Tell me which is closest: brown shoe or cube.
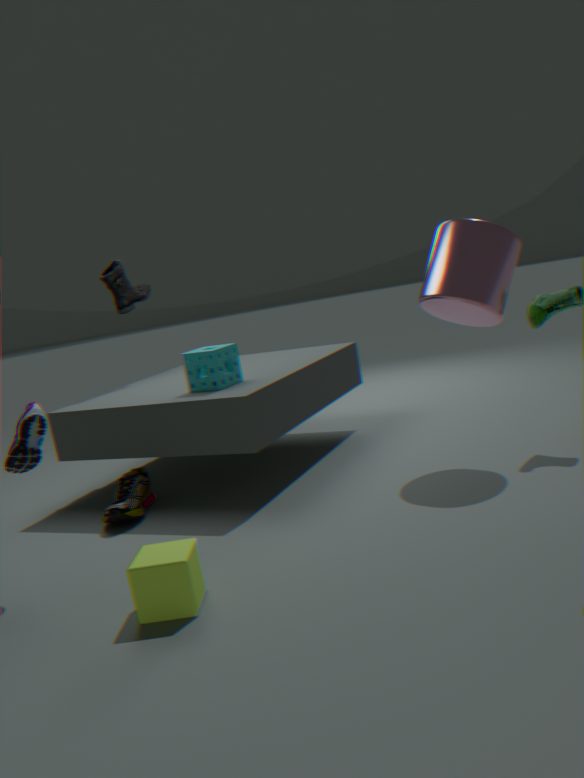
cube
